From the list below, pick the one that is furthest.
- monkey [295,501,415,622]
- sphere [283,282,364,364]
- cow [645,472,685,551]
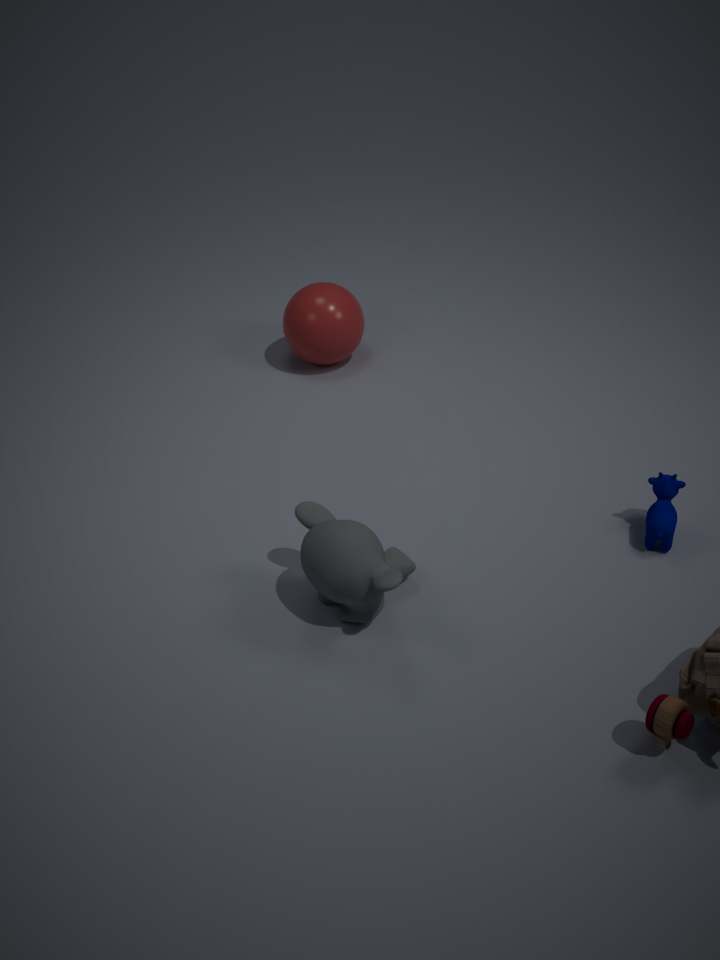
sphere [283,282,364,364]
